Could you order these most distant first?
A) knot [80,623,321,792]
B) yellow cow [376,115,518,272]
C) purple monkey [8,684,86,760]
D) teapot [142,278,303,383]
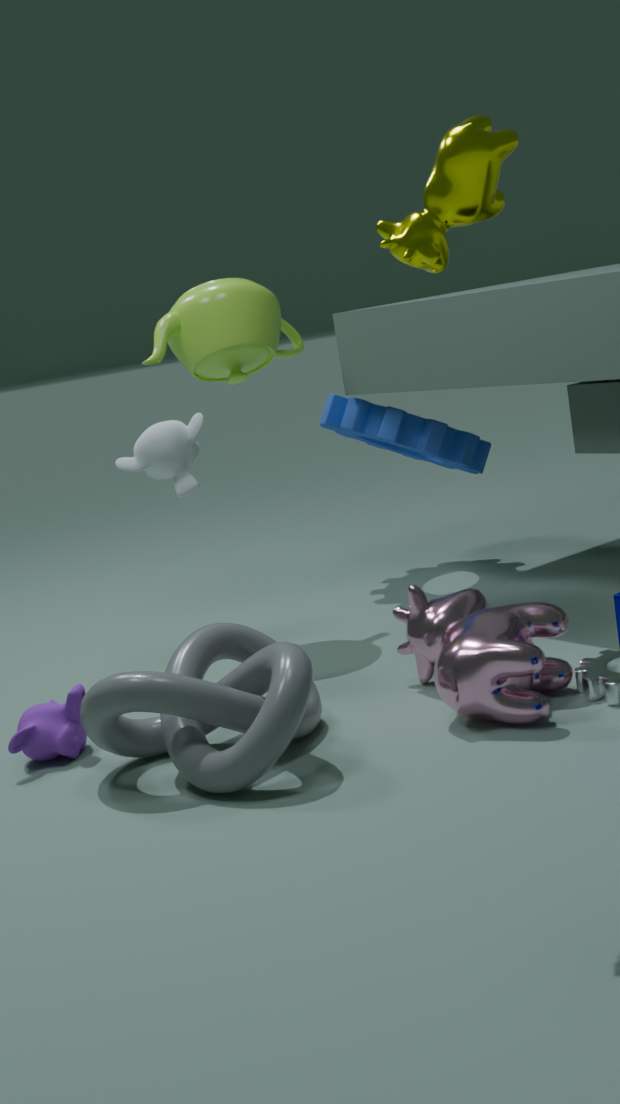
teapot [142,278,303,383] < purple monkey [8,684,86,760] < knot [80,623,321,792] < yellow cow [376,115,518,272]
